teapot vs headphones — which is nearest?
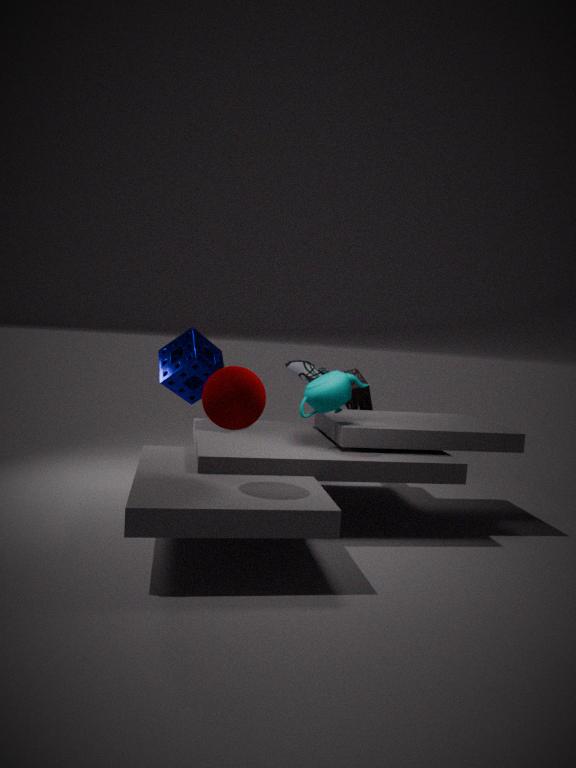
teapot
